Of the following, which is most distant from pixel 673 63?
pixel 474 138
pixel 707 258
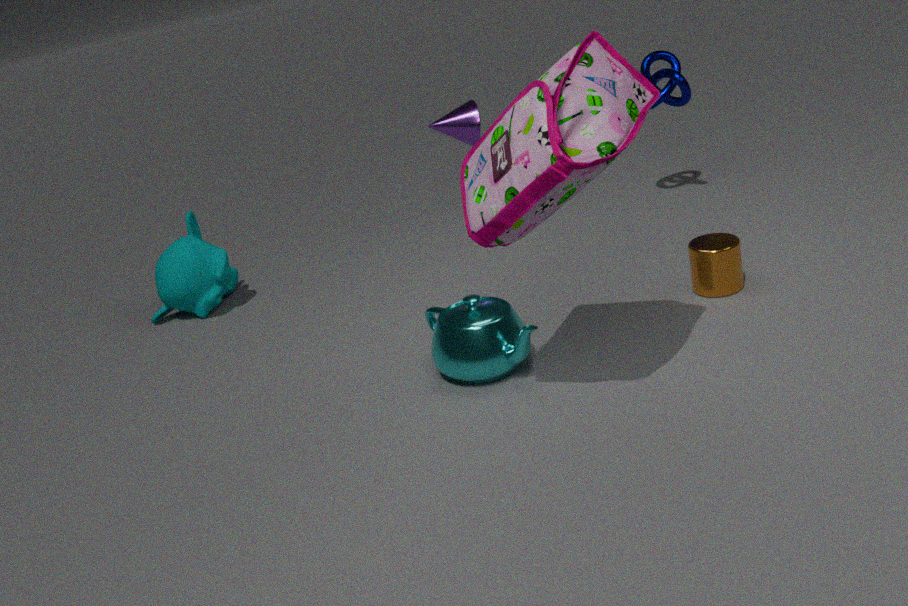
pixel 707 258
